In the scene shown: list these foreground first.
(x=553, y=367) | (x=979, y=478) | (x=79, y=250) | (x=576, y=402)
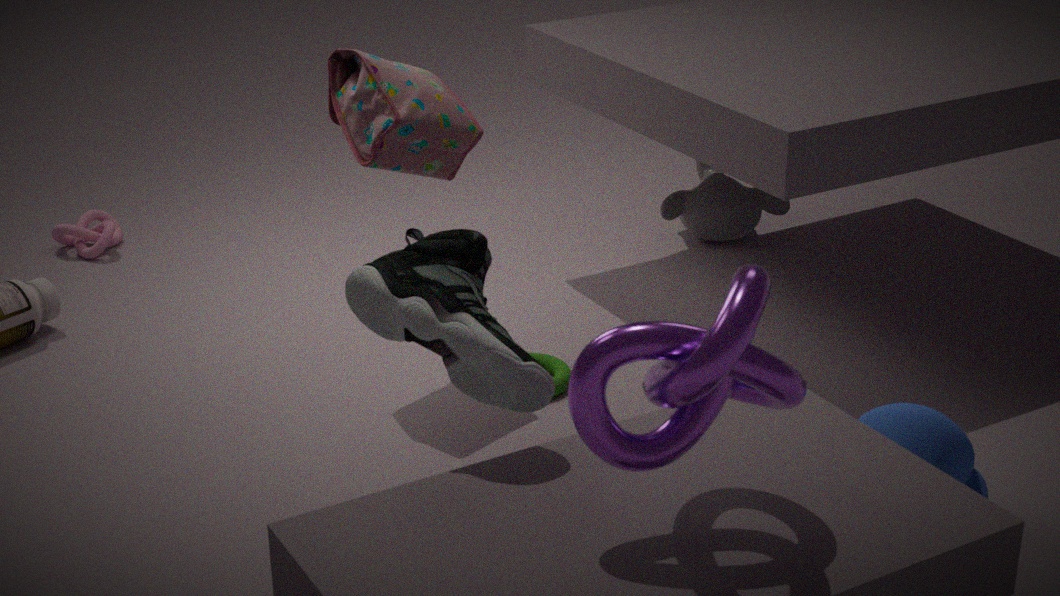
1. (x=576, y=402)
2. (x=979, y=478)
3. (x=553, y=367)
4. (x=79, y=250)
